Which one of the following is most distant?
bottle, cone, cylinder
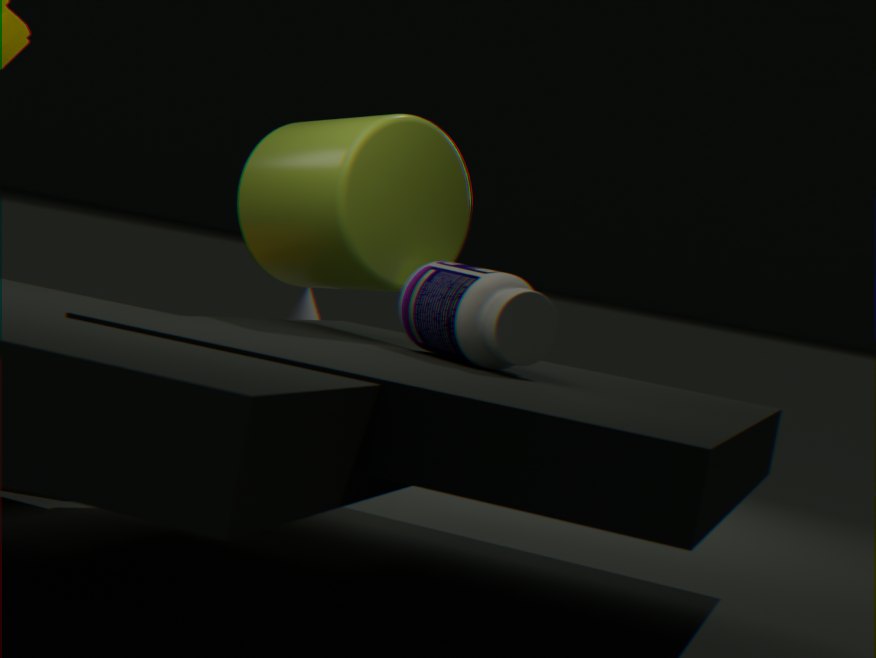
cone
